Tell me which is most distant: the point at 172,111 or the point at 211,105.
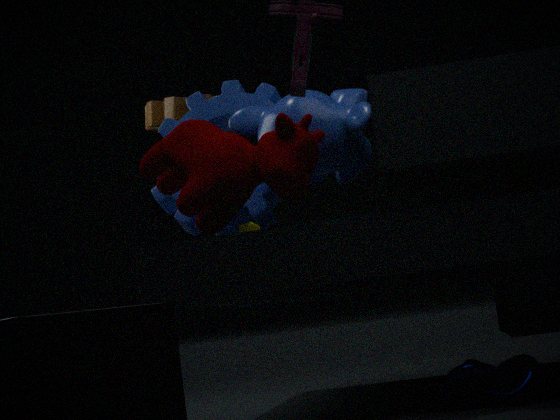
the point at 172,111
